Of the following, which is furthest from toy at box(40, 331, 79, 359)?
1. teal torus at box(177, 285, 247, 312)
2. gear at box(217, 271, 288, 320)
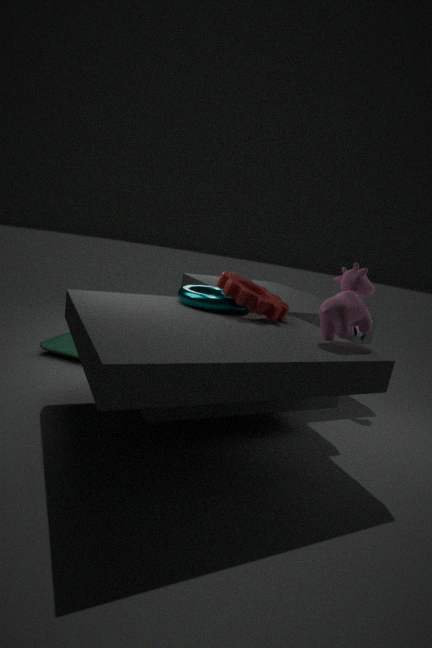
gear at box(217, 271, 288, 320)
